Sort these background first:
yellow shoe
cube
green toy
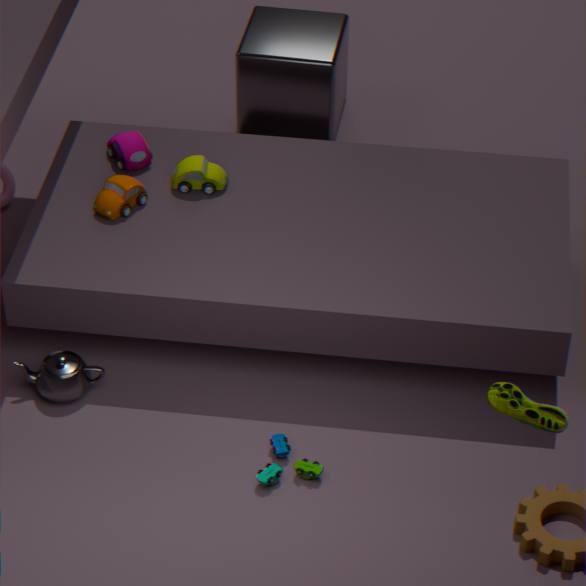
1. cube
2. green toy
3. yellow shoe
